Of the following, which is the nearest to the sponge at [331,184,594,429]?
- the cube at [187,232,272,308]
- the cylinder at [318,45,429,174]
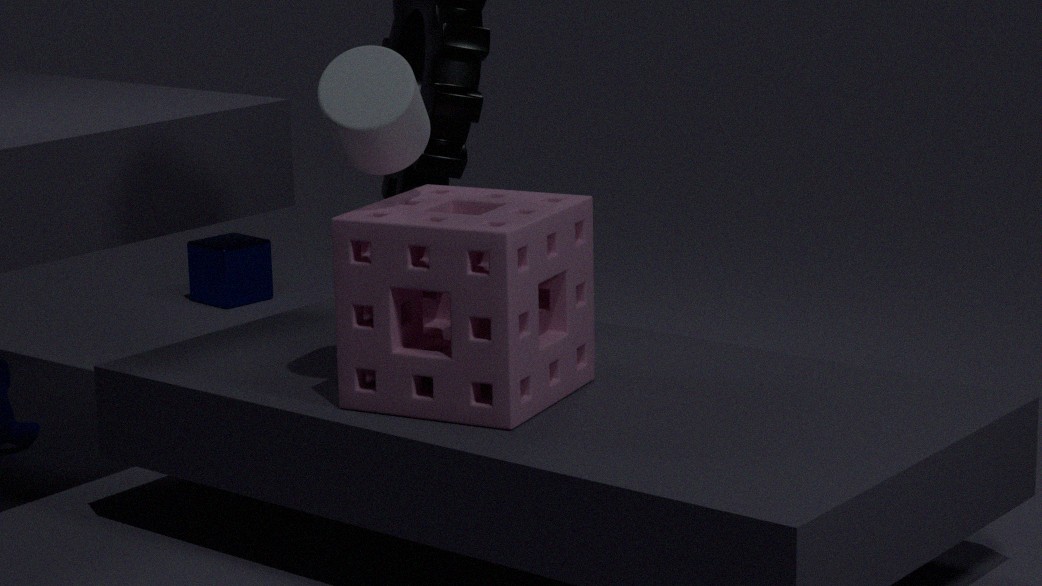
the cylinder at [318,45,429,174]
